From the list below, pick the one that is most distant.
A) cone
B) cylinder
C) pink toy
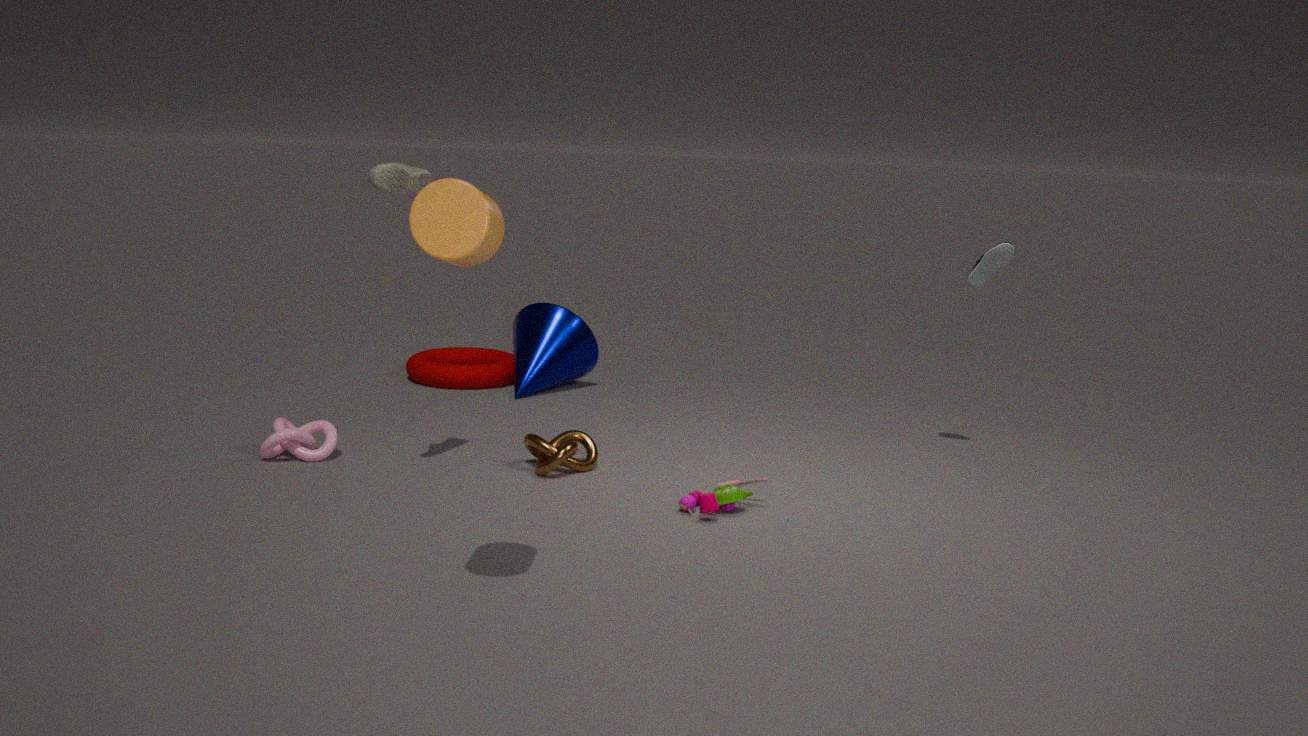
cone
